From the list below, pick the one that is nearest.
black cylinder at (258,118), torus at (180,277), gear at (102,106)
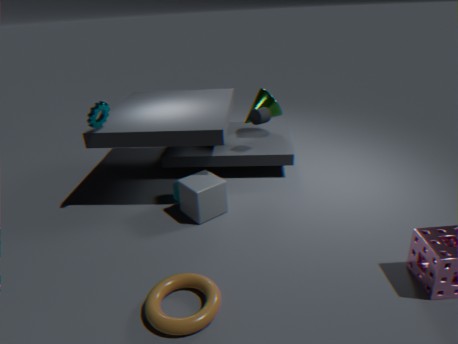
torus at (180,277)
